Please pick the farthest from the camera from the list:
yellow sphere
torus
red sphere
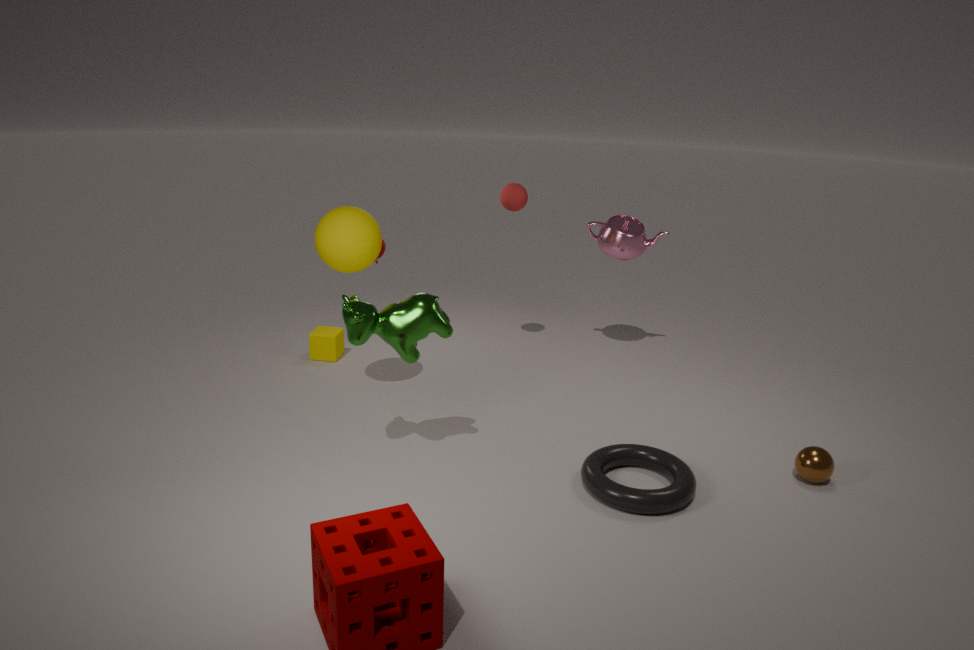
red sphere
